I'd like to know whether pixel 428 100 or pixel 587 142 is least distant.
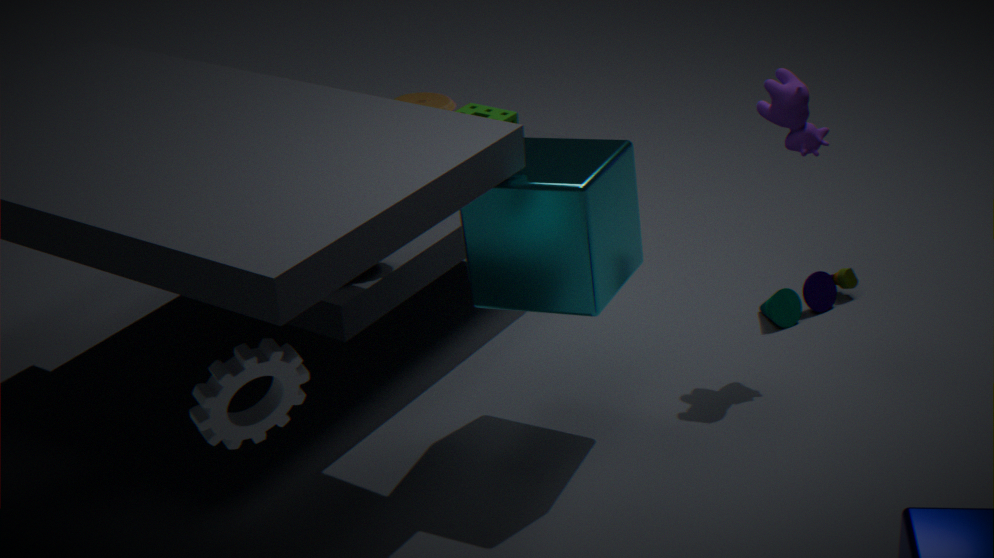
pixel 587 142
